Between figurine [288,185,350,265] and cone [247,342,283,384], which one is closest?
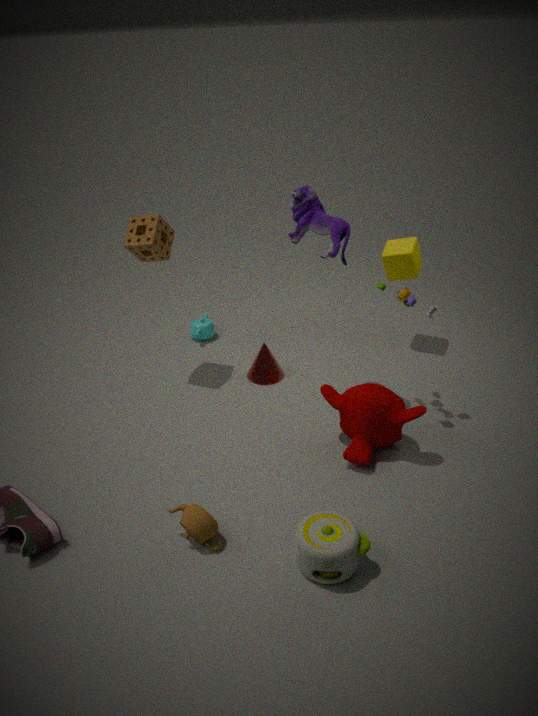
figurine [288,185,350,265]
